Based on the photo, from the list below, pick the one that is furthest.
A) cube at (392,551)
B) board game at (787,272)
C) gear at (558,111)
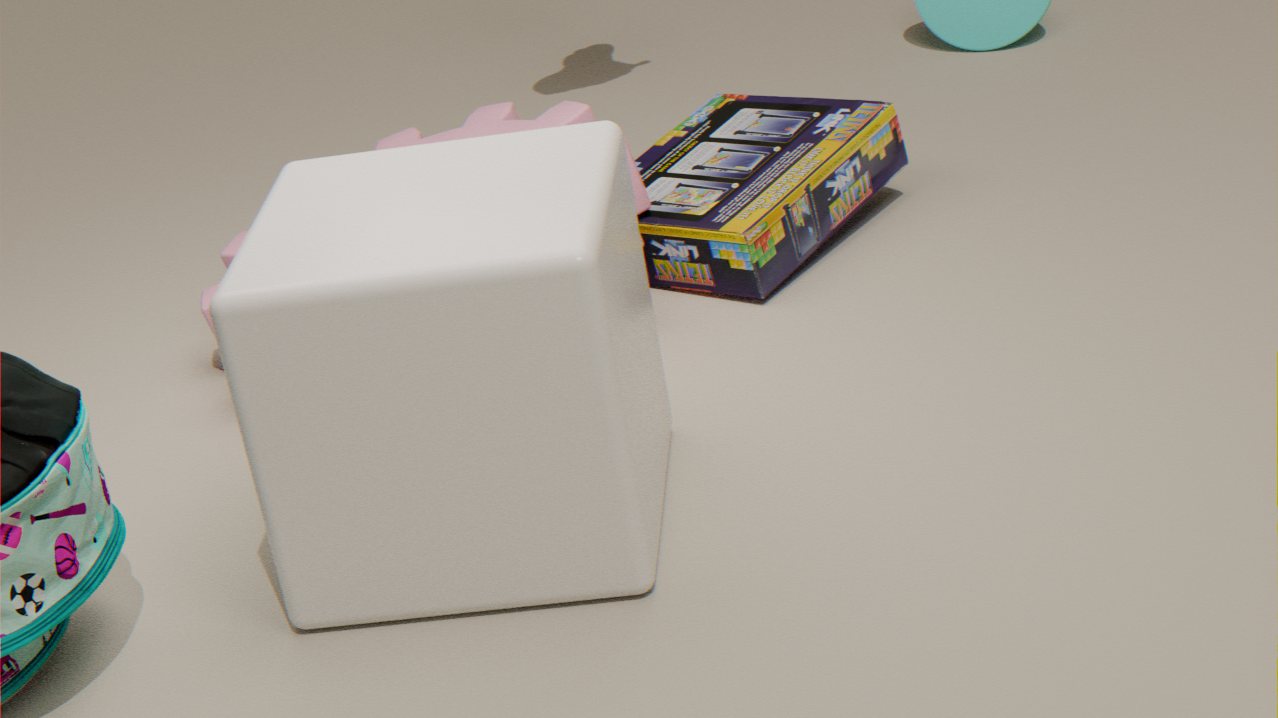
gear at (558,111)
